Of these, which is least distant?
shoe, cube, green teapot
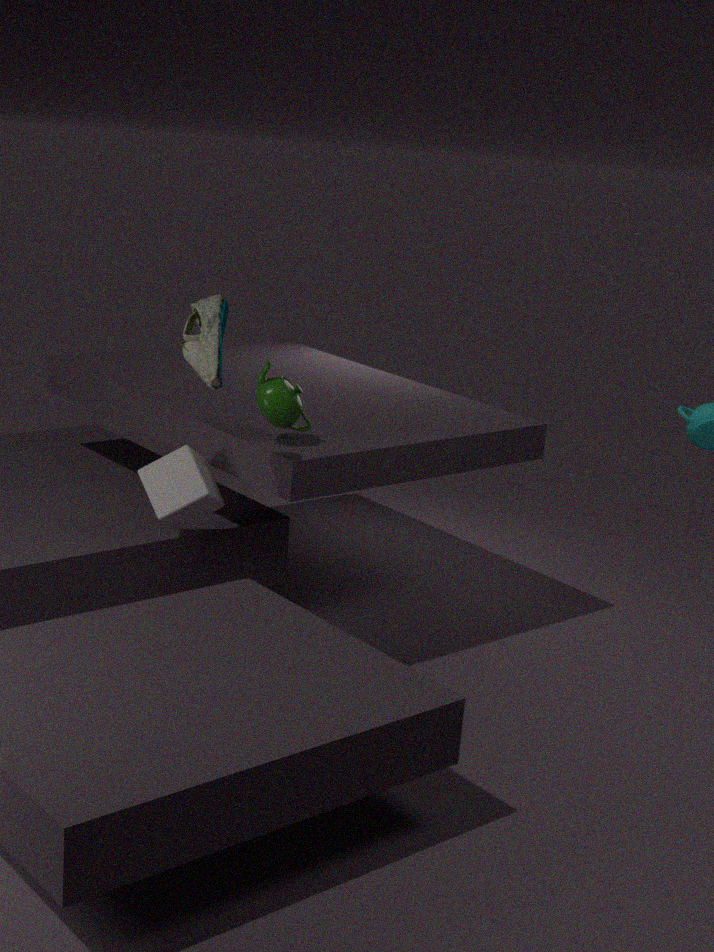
shoe
